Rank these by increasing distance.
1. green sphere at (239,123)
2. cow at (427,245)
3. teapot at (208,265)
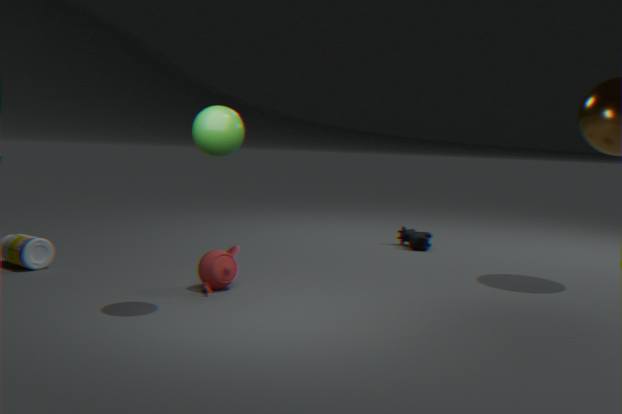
green sphere at (239,123) → teapot at (208,265) → cow at (427,245)
